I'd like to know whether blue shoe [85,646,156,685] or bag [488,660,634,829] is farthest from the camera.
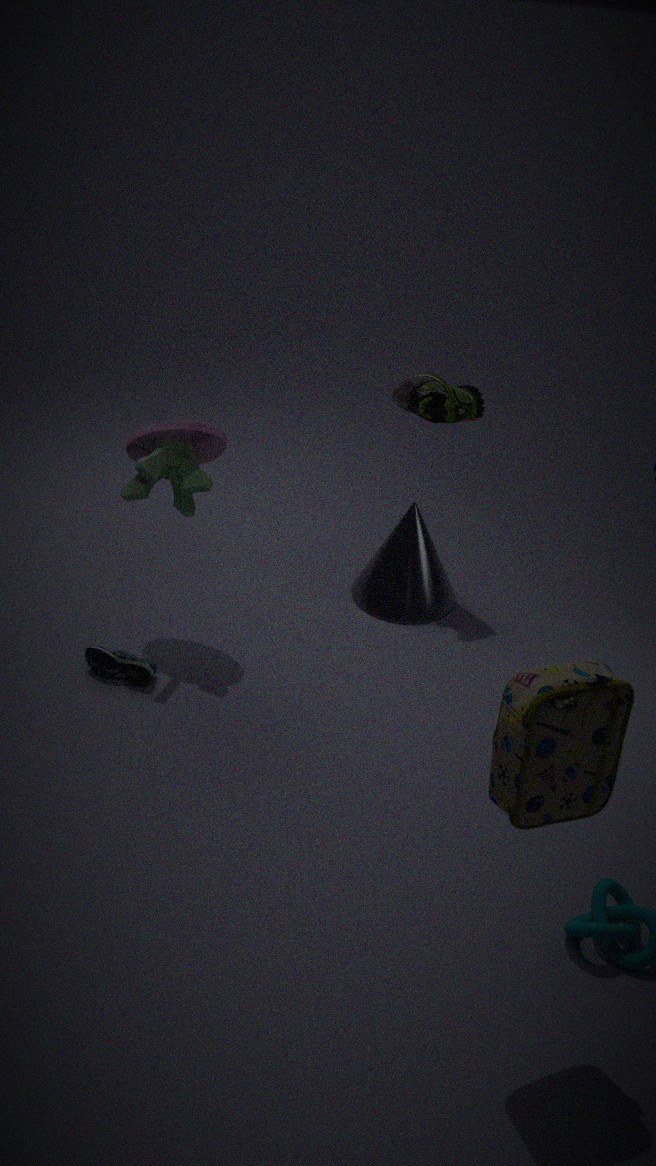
blue shoe [85,646,156,685]
